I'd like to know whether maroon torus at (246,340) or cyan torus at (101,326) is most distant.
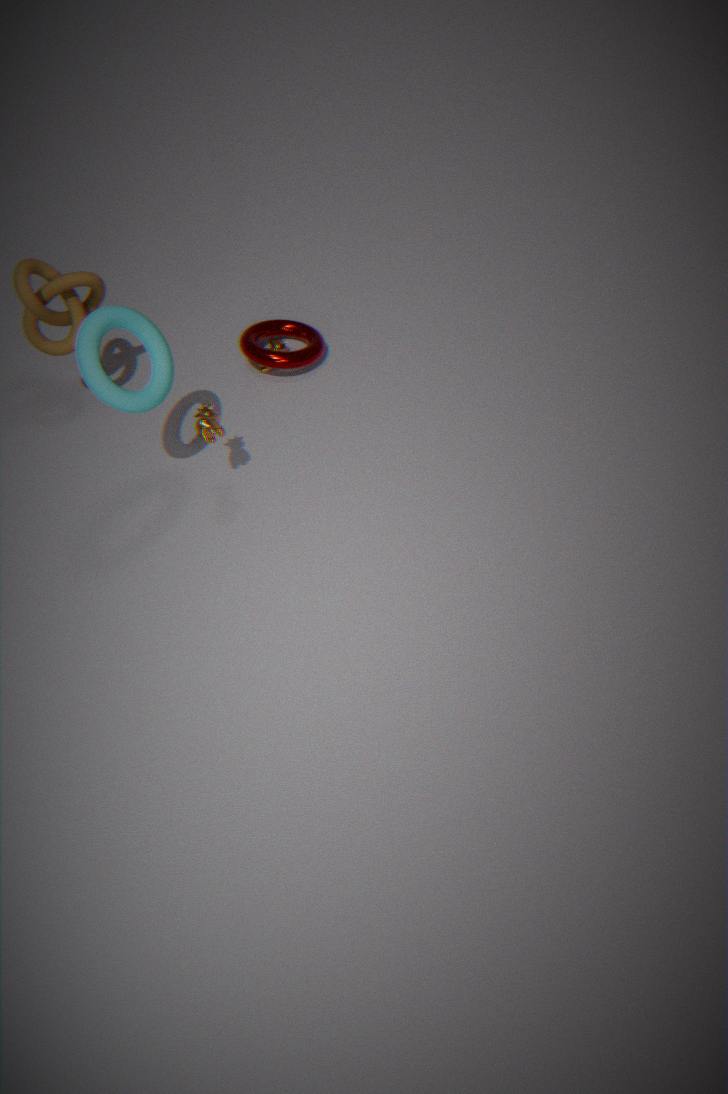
maroon torus at (246,340)
